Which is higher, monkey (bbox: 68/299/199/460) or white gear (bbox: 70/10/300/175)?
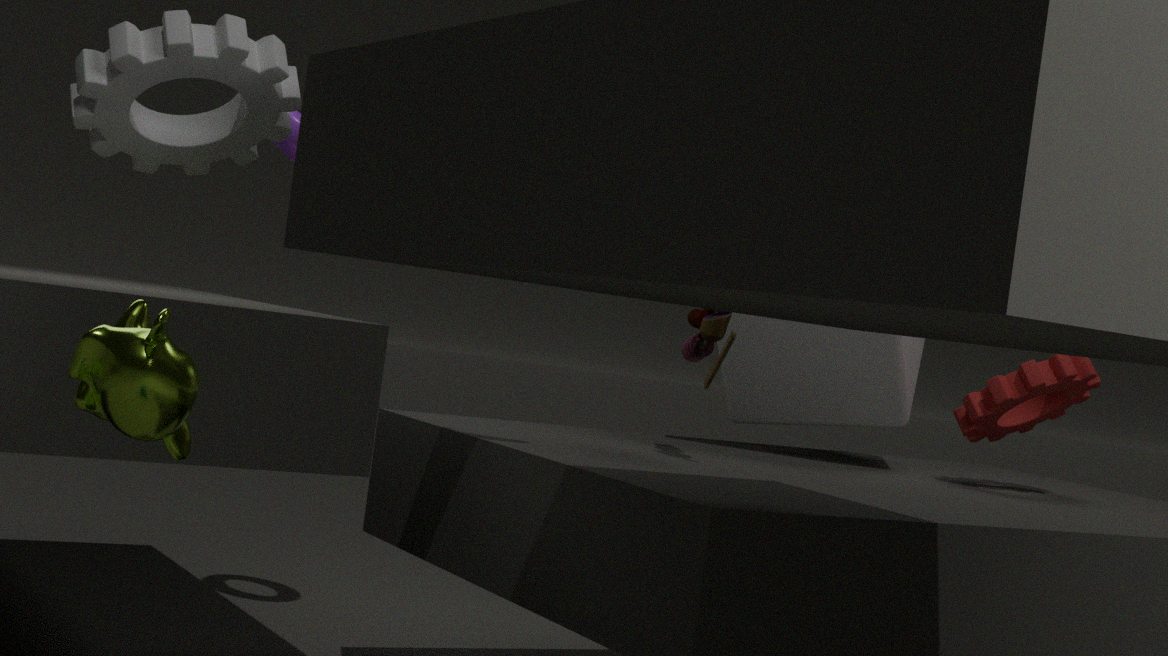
white gear (bbox: 70/10/300/175)
